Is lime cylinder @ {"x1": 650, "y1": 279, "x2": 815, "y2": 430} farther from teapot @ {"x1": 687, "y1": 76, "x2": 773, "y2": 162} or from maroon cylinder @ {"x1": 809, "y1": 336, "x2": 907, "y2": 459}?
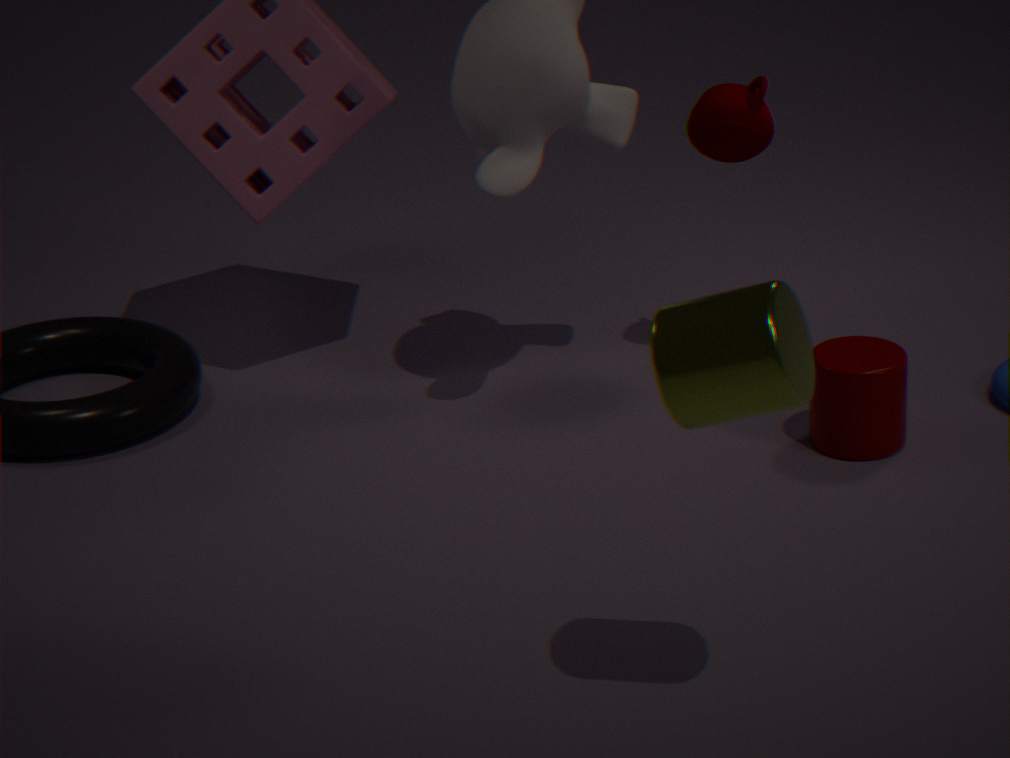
teapot @ {"x1": 687, "y1": 76, "x2": 773, "y2": 162}
